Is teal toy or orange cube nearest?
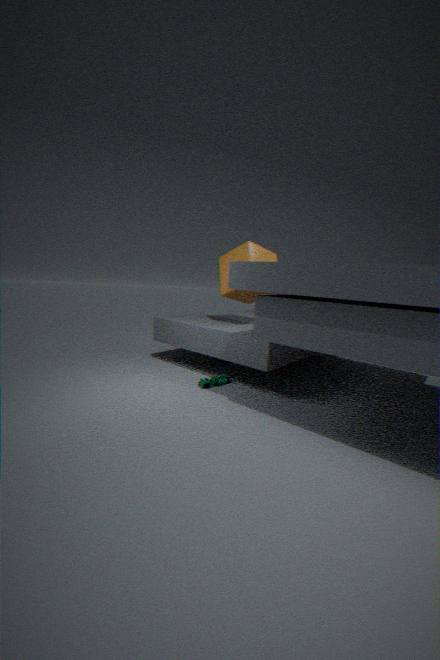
teal toy
